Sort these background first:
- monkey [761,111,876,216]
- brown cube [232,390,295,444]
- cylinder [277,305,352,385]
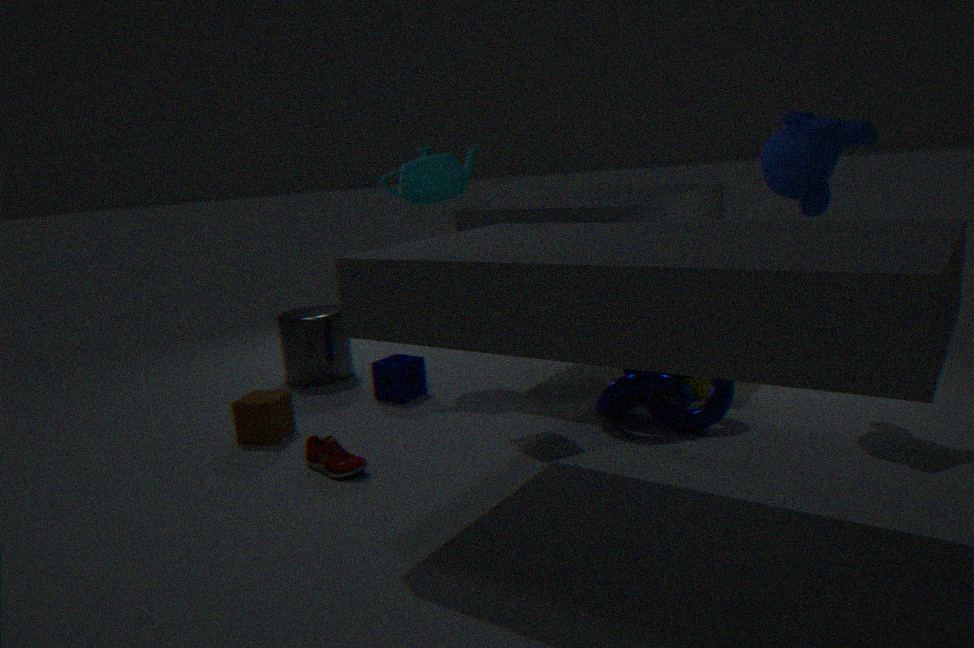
cylinder [277,305,352,385], brown cube [232,390,295,444], monkey [761,111,876,216]
